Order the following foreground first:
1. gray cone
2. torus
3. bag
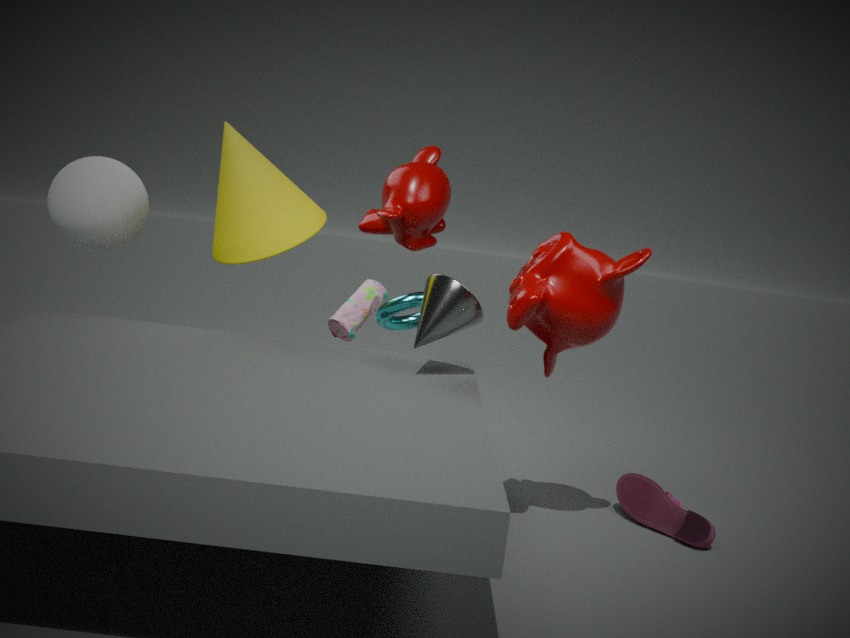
gray cone, torus, bag
